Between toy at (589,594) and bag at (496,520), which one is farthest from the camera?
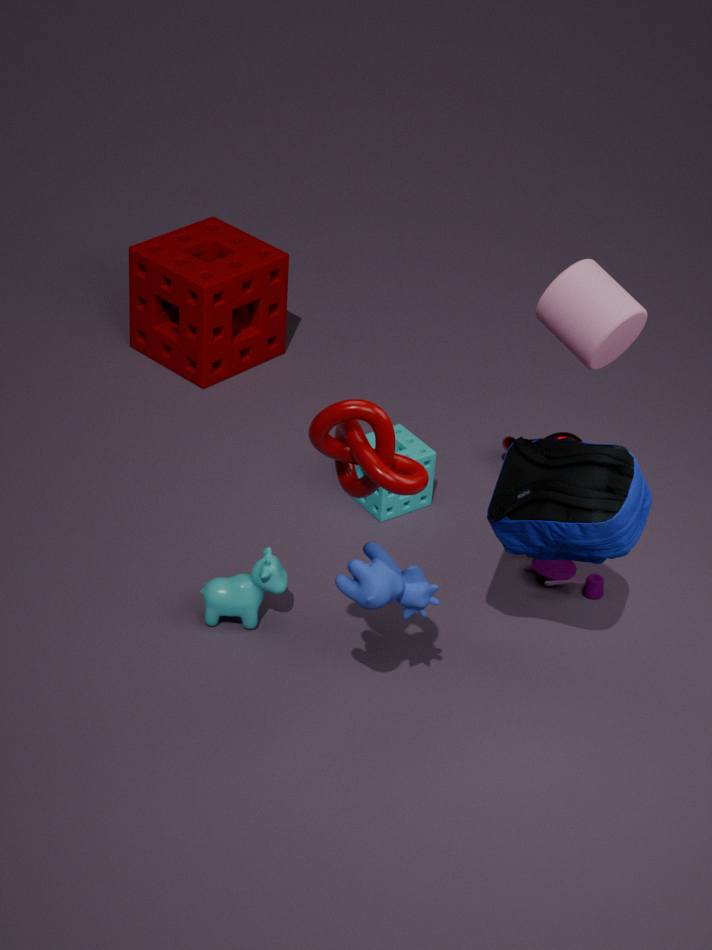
toy at (589,594)
